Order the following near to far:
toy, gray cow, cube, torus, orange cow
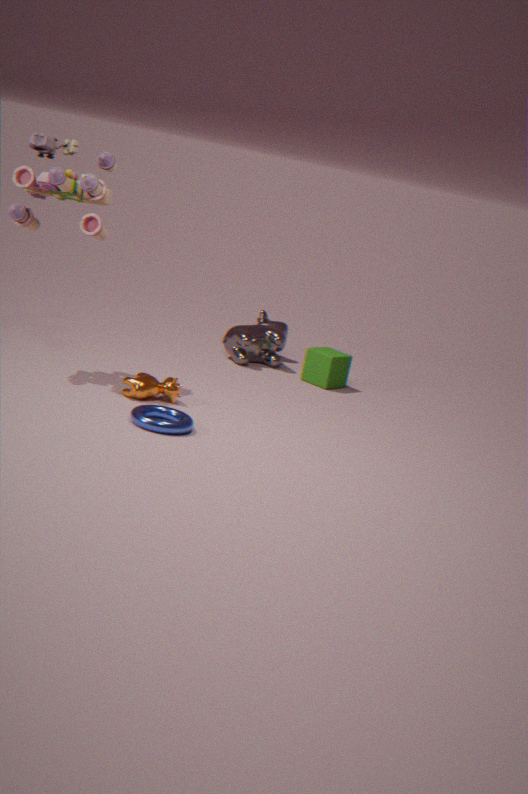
1. torus
2. toy
3. orange cow
4. cube
5. gray cow
